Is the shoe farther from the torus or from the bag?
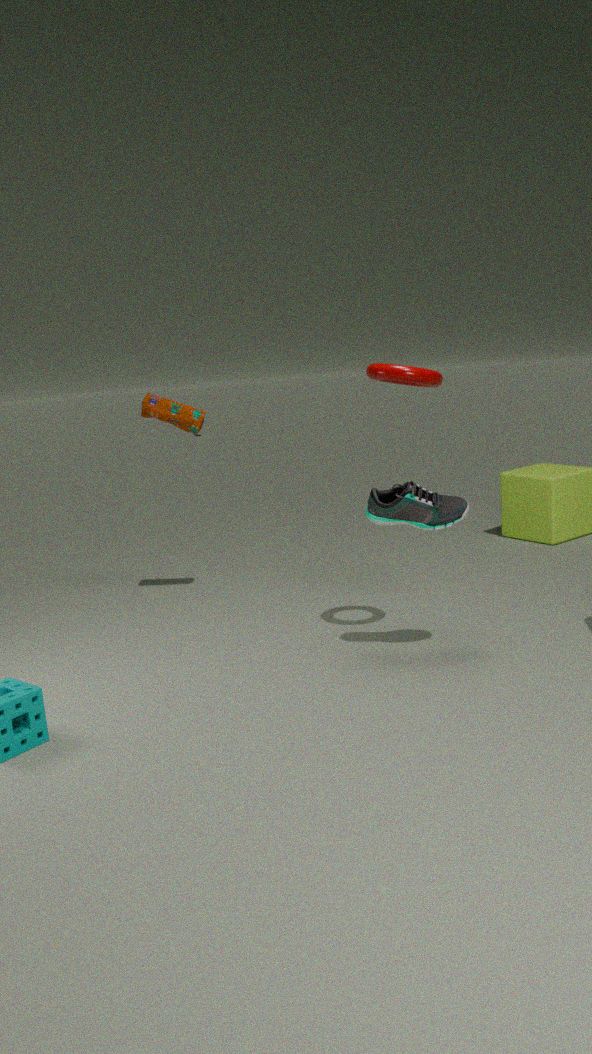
the bag
